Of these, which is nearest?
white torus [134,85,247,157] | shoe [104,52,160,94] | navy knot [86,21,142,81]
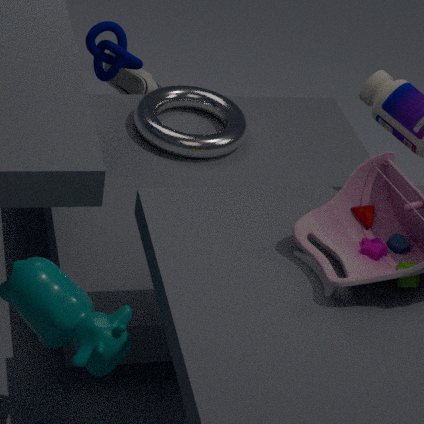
navy knot [86,21,142,81]
